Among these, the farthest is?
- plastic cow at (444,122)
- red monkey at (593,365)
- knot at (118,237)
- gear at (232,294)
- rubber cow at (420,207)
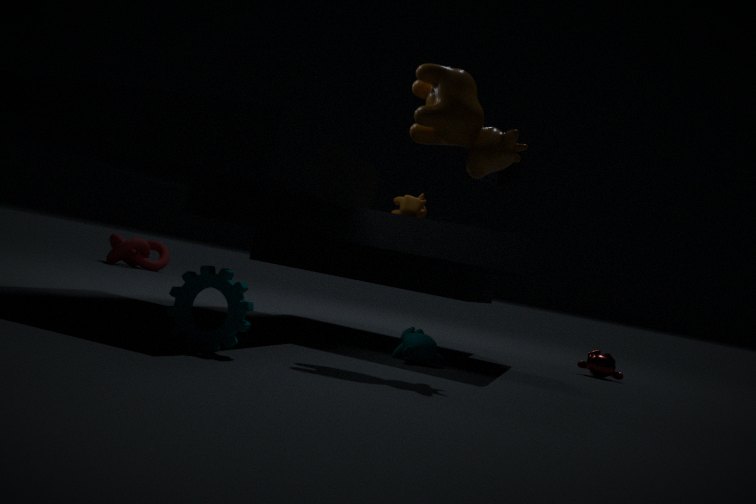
knot at (118,237)
